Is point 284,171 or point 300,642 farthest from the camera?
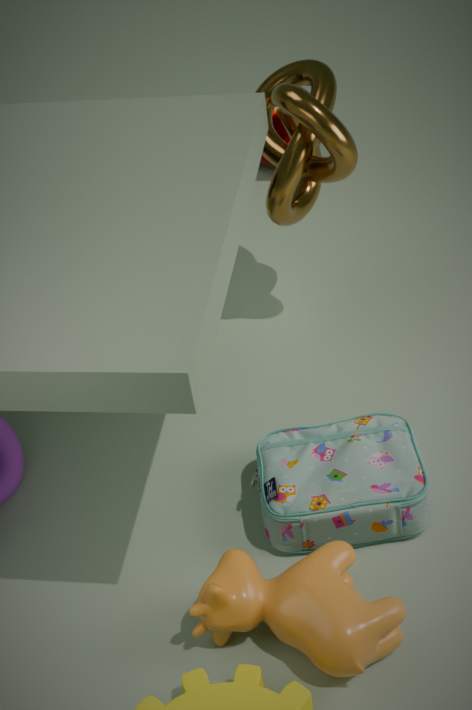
point 284,171
